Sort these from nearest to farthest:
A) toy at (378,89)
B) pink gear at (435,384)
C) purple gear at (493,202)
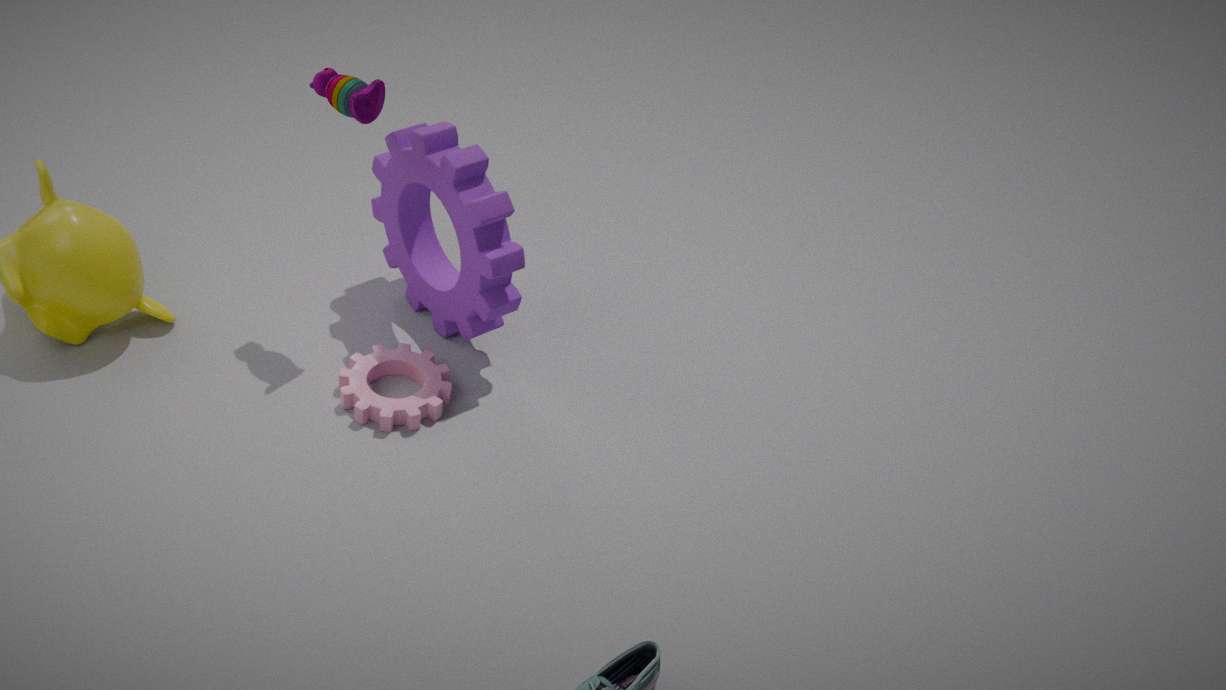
toy at (378,89), purple gear at (493,202), pink gear at (435,384)
